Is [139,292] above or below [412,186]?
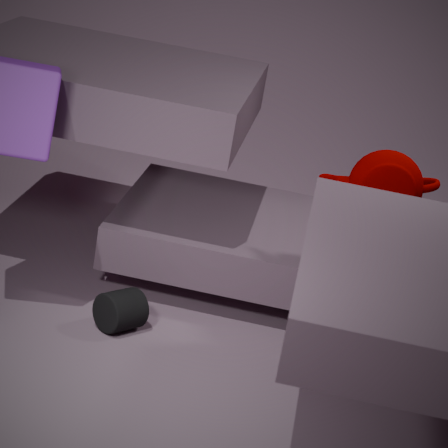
below
